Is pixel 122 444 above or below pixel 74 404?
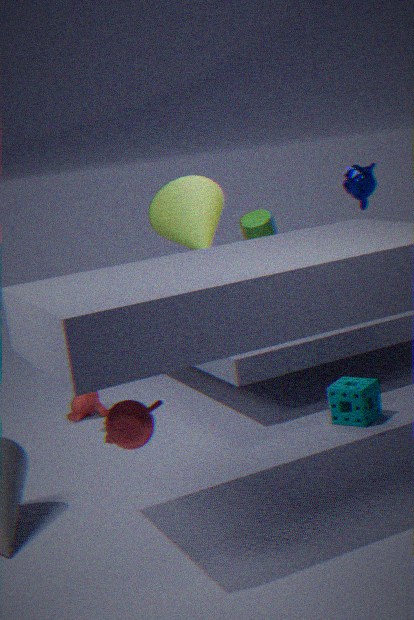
above
